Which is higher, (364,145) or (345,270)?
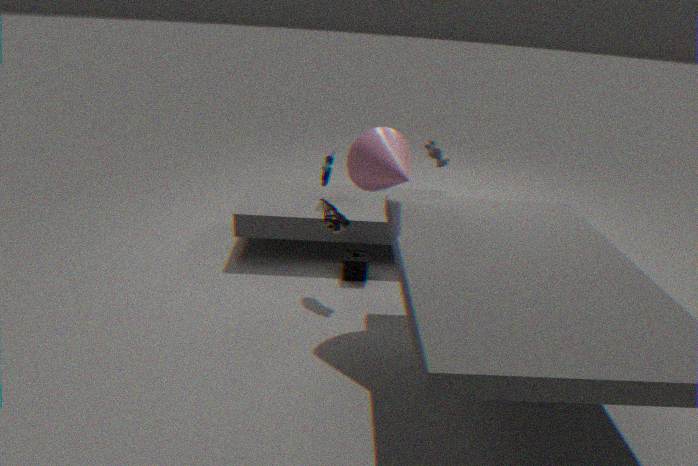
(364,145)
